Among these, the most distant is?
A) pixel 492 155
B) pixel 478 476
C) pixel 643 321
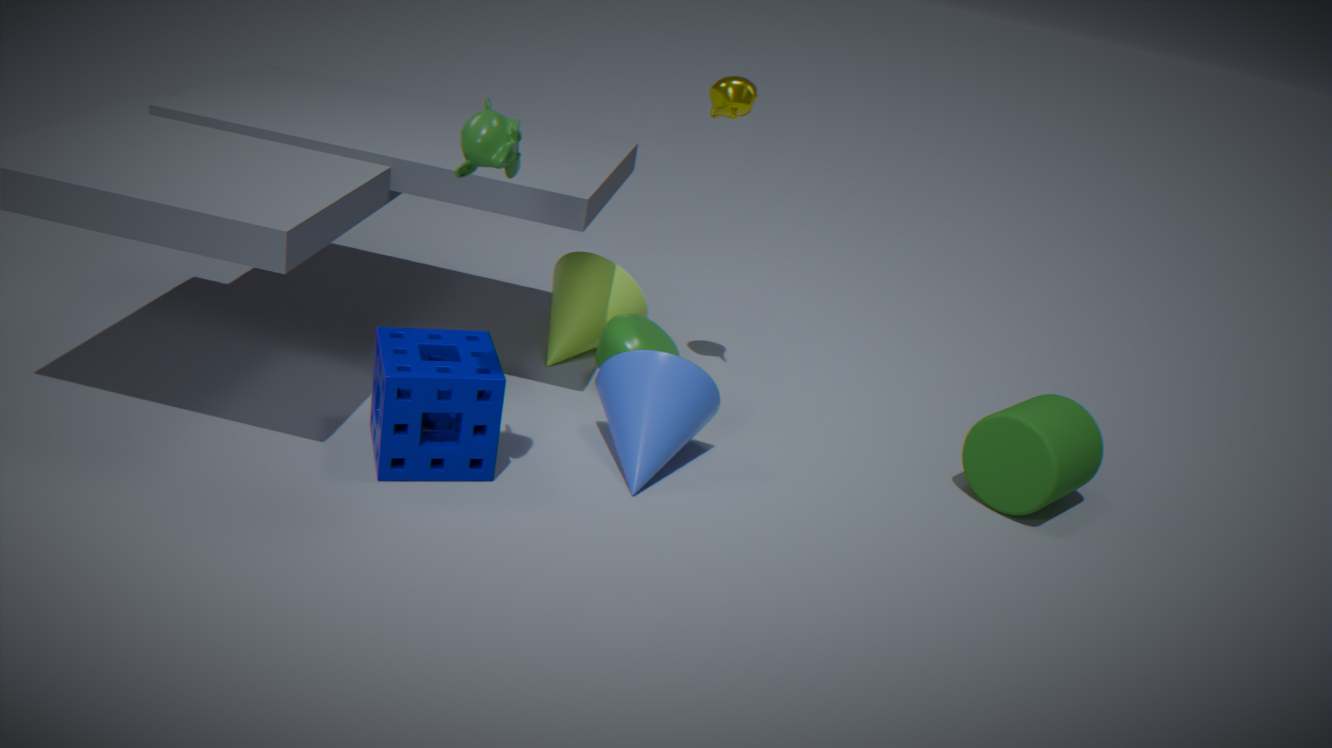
pixel 643 321
